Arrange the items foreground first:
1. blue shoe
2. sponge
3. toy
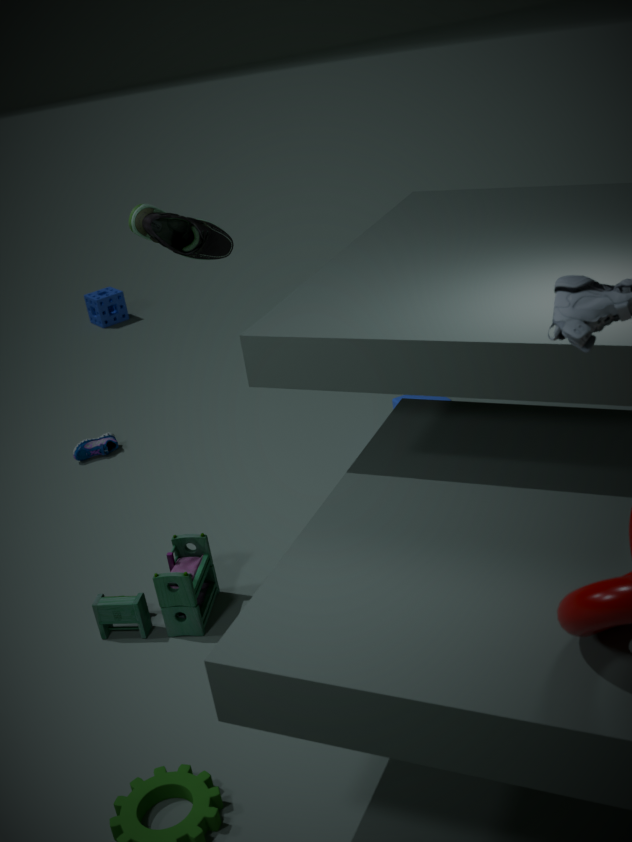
toy, blue shoe, sponge
